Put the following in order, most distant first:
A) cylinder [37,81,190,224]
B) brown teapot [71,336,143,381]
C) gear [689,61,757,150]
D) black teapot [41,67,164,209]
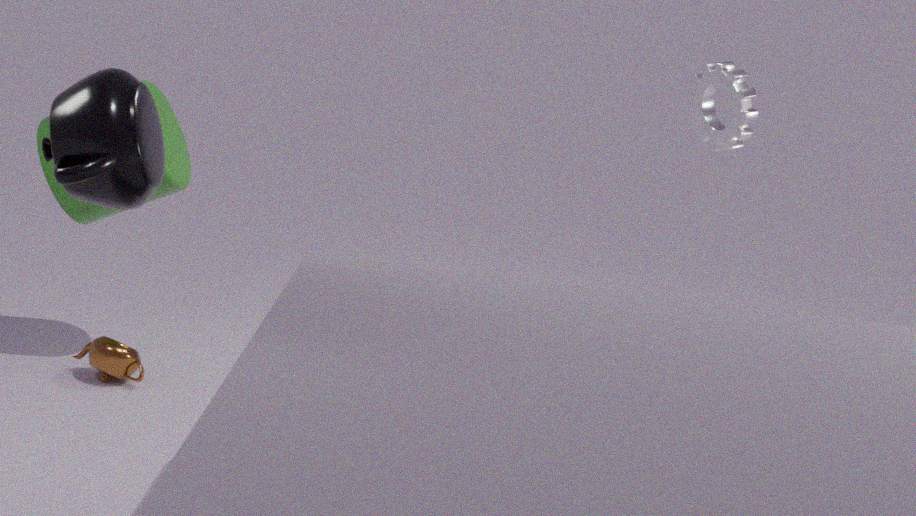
brown teapot [71,336,143,381] → cylinder [37,81,190,224] → gear [689,61,757,150] → black teapot [41,67,164,209]
